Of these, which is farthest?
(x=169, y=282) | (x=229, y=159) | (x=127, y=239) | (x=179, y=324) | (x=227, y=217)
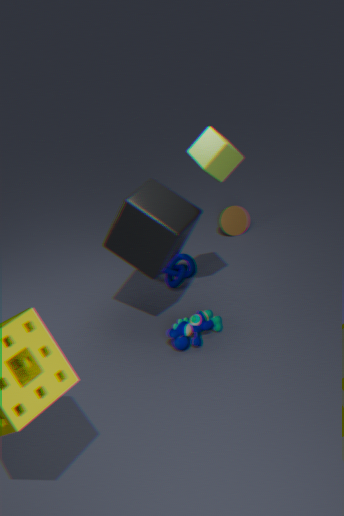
(x=227, y=217)
